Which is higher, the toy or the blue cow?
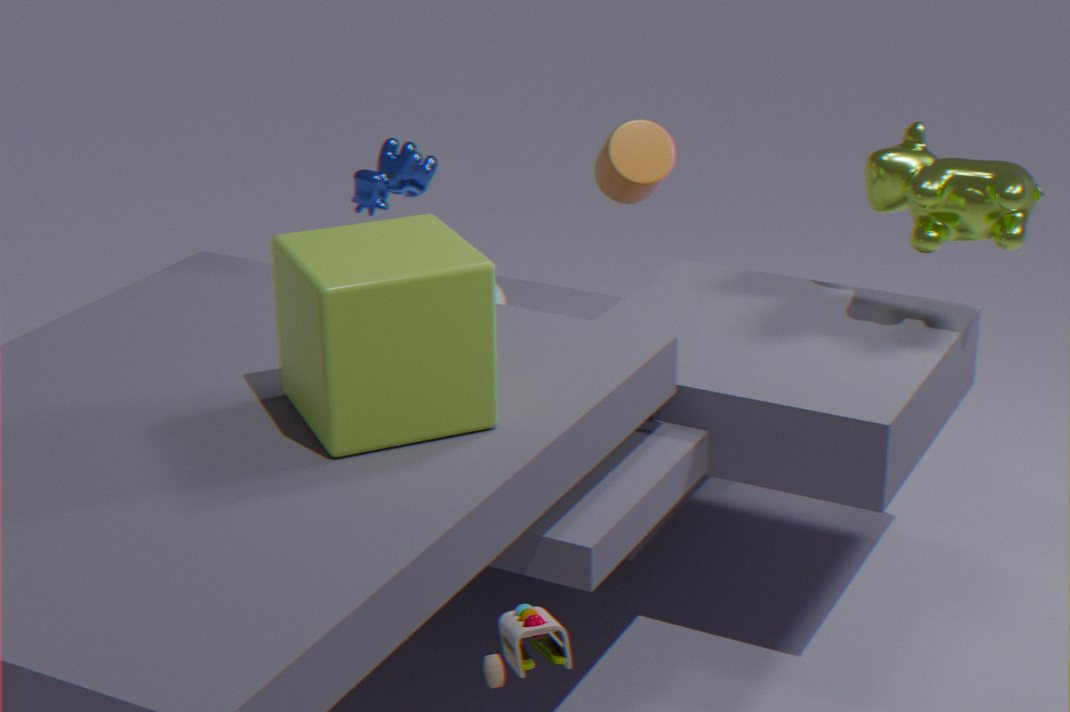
the blue cow
